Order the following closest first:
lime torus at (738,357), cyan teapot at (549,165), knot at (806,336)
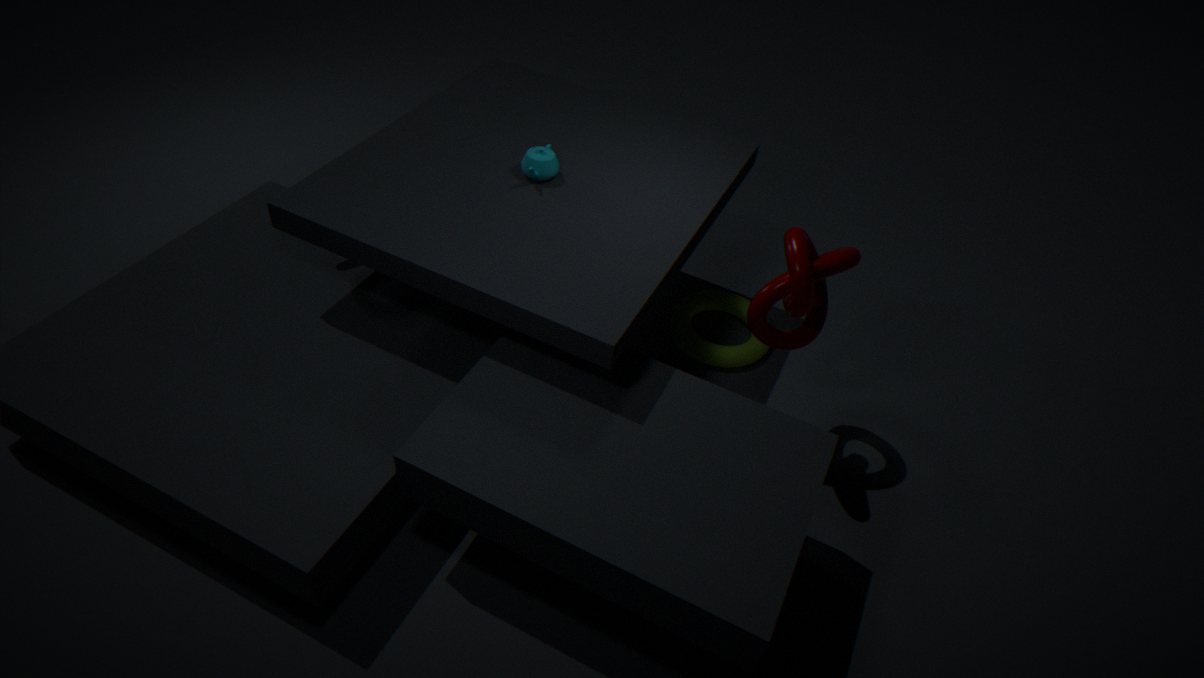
knot at (806,336) → cyan teapot at (549,165) → lime torus at (738,357)
